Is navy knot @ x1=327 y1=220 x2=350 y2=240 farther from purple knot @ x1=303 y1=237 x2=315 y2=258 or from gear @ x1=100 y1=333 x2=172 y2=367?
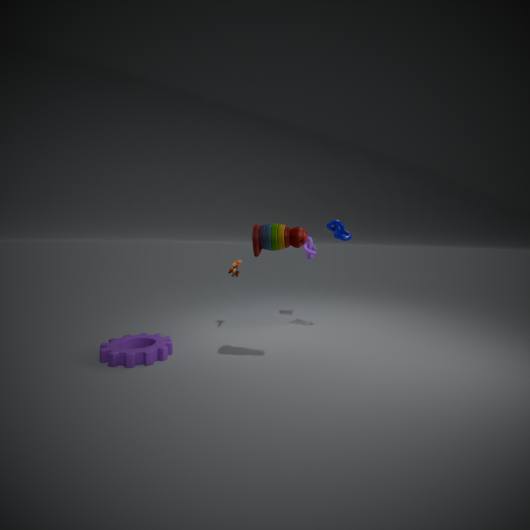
gear @ x1=100 y1=333 x2=172 y2=367
